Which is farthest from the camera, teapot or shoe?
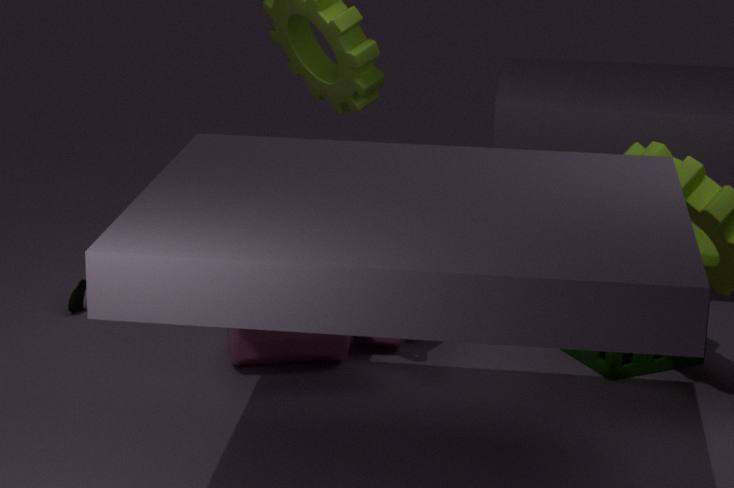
shoe
